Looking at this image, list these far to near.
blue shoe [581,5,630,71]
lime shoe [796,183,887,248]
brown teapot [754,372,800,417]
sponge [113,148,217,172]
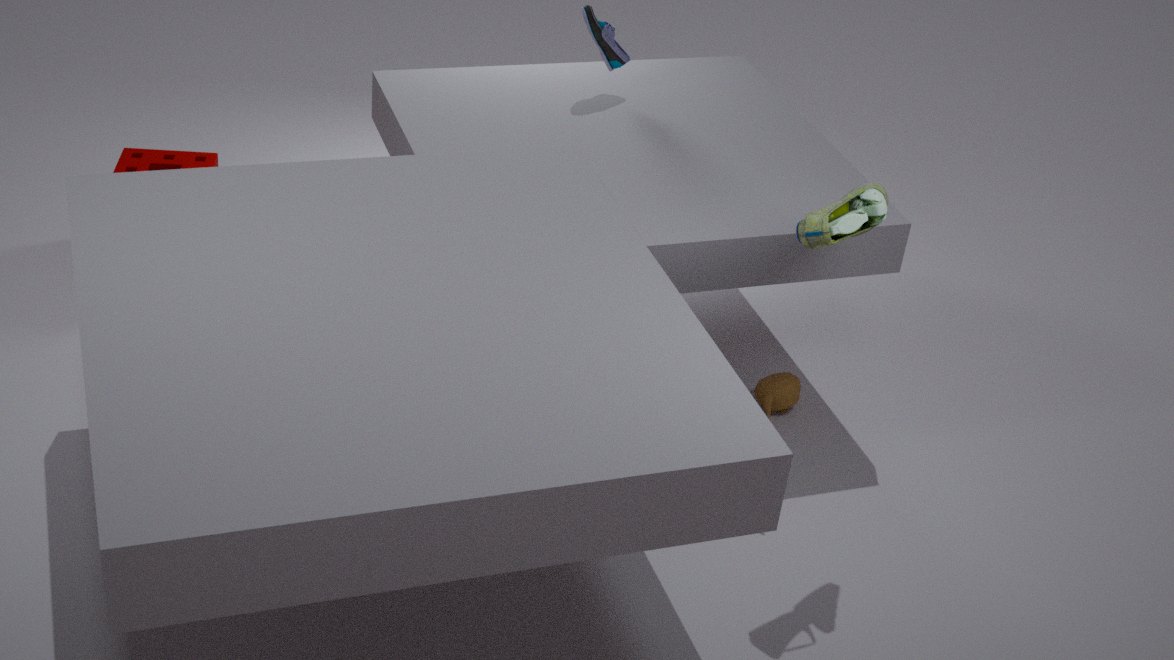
sponge [113,148,217,172] < blue shoe [581,5,630,71] < brown teapot [754,372,800,417] < lime shoe [796,183,887,248]
